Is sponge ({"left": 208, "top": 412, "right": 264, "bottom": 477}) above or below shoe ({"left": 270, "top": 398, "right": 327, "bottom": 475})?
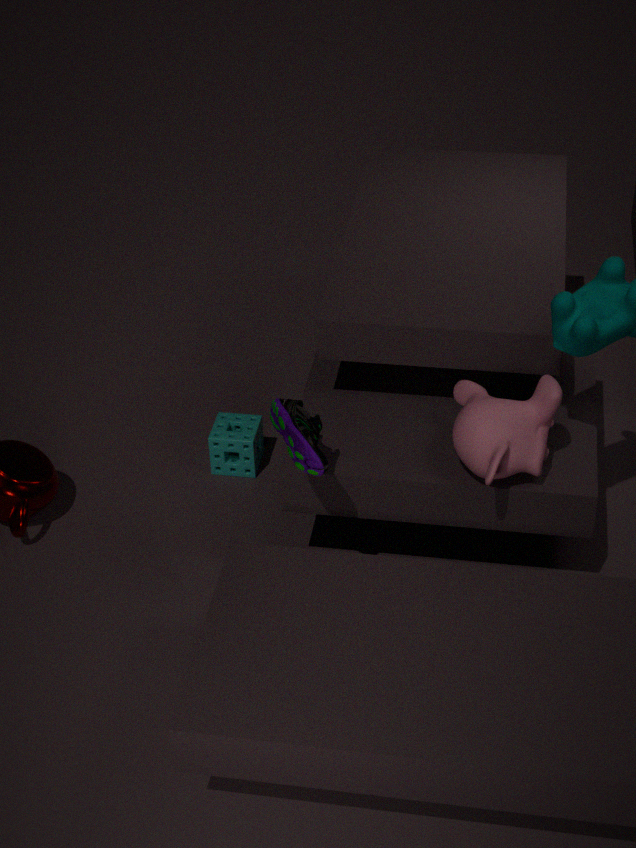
below
